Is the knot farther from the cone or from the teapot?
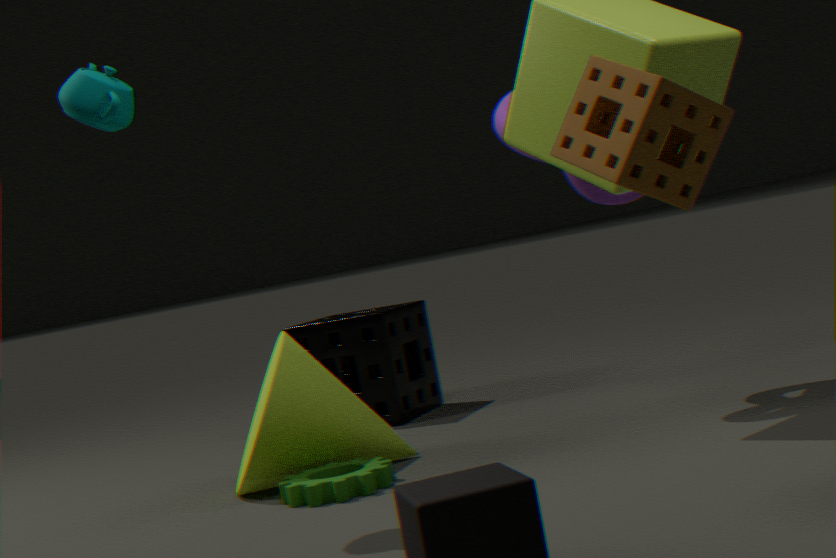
the teapot
